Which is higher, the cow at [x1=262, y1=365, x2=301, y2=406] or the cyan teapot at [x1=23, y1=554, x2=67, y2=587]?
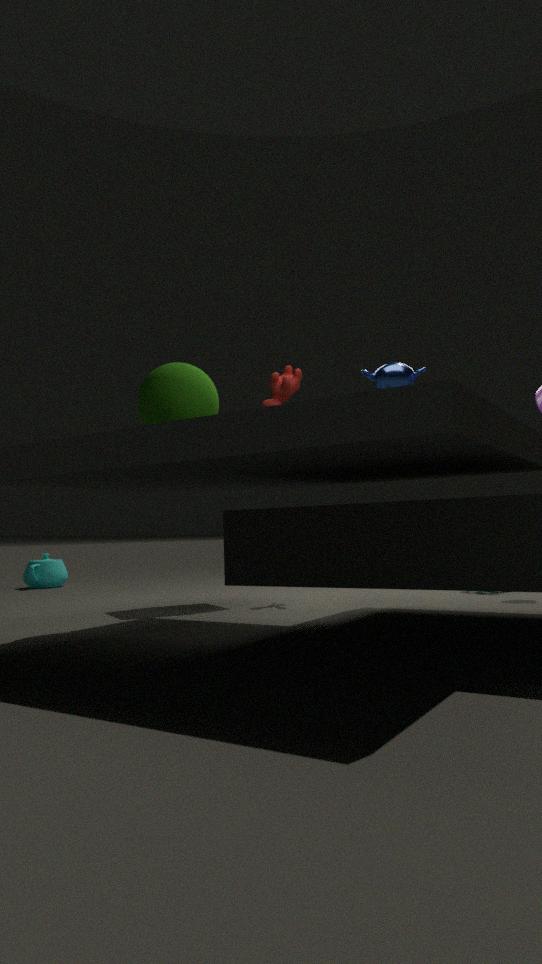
the cow at [x1=262, y1=365, x2=301, y2=406]
